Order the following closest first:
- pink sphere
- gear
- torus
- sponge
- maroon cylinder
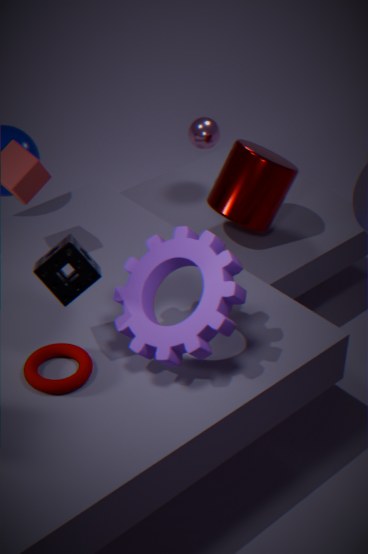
sponge
gear
torus
maroon cylinder
pink sphere
